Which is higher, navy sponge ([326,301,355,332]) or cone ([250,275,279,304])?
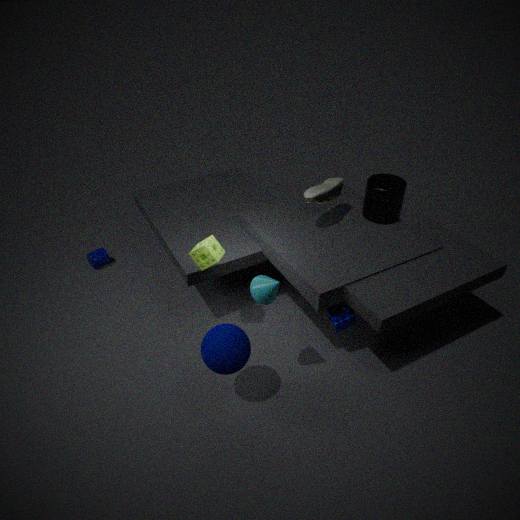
cone ([250,275,279,304])
